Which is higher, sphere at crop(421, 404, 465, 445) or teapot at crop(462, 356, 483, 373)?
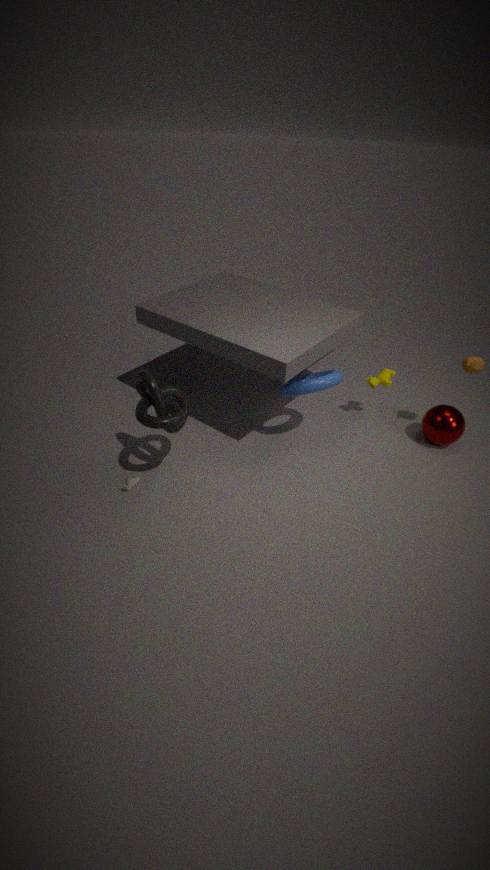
teapot at crop(462, 356, 483, 373)
